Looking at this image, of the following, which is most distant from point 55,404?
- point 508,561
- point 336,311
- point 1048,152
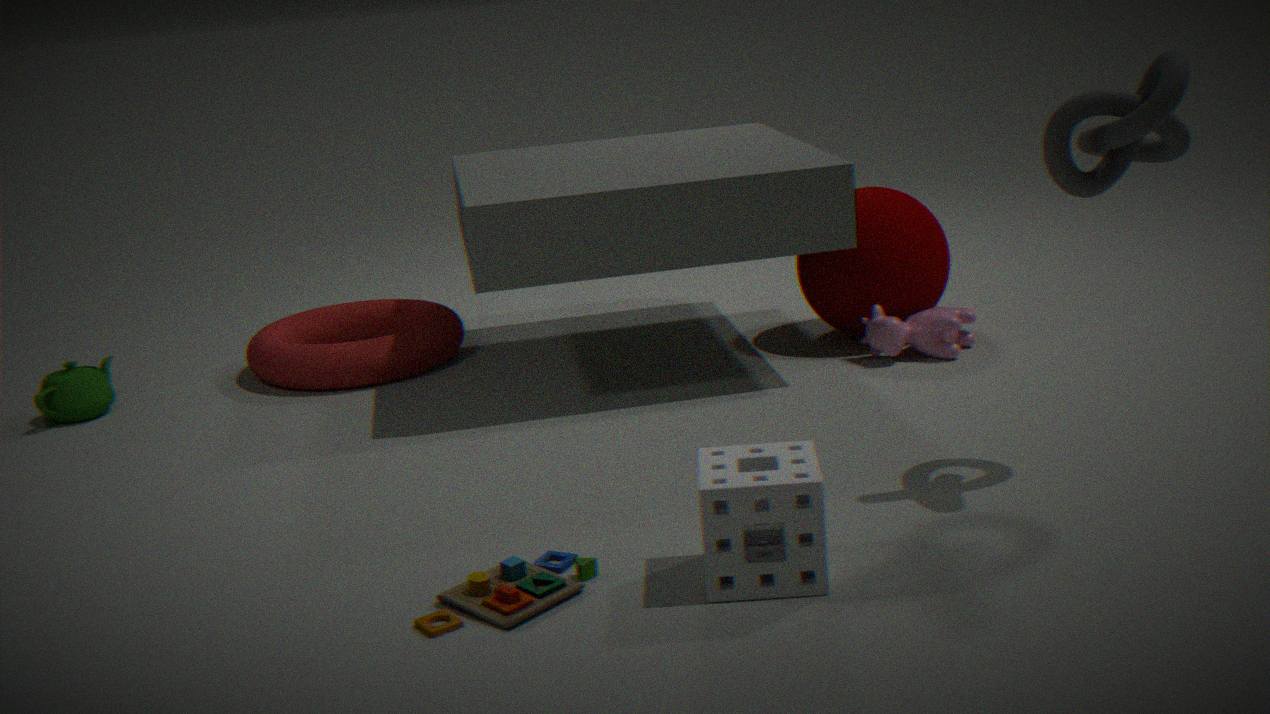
point 1048,152
